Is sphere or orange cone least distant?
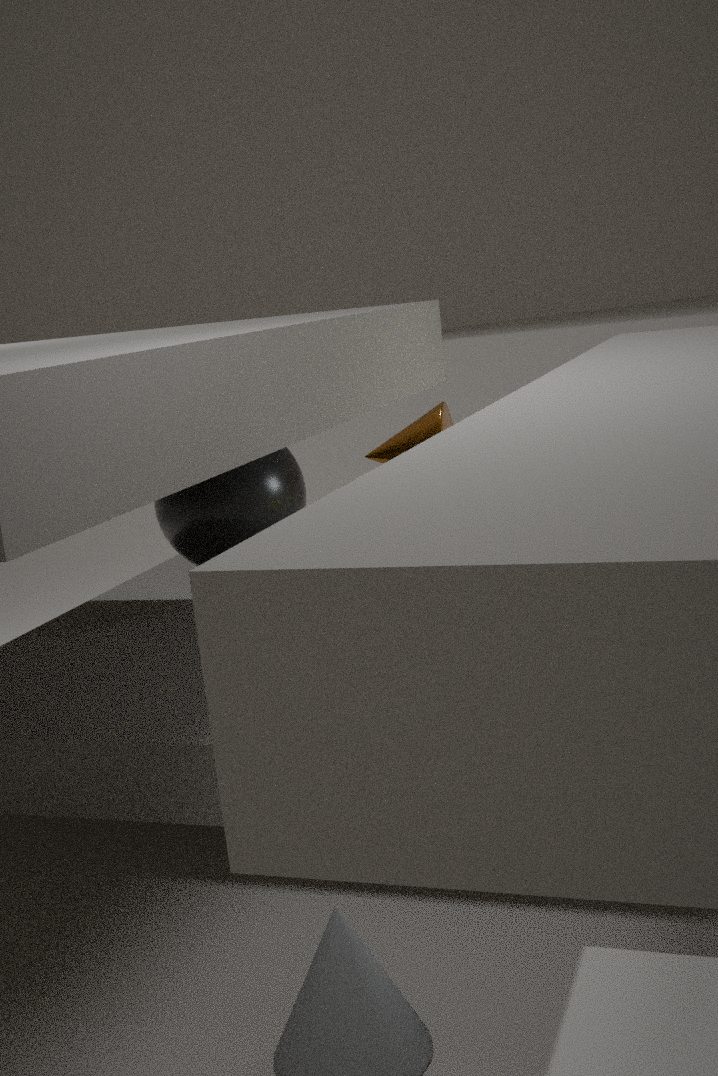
sphere
